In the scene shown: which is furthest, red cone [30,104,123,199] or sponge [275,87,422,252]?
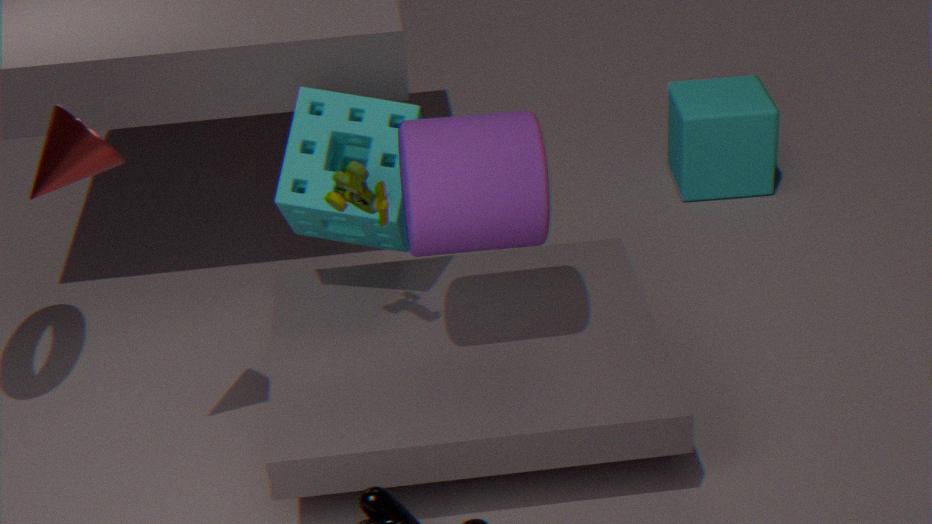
sponge [275,87,422,252]
